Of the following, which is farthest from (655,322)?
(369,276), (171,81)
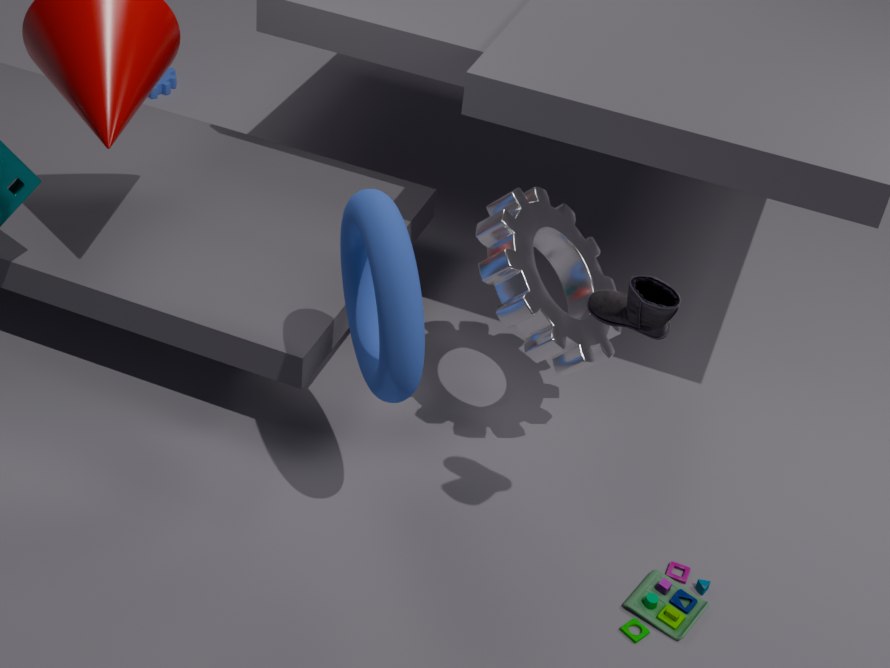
(171,81)
